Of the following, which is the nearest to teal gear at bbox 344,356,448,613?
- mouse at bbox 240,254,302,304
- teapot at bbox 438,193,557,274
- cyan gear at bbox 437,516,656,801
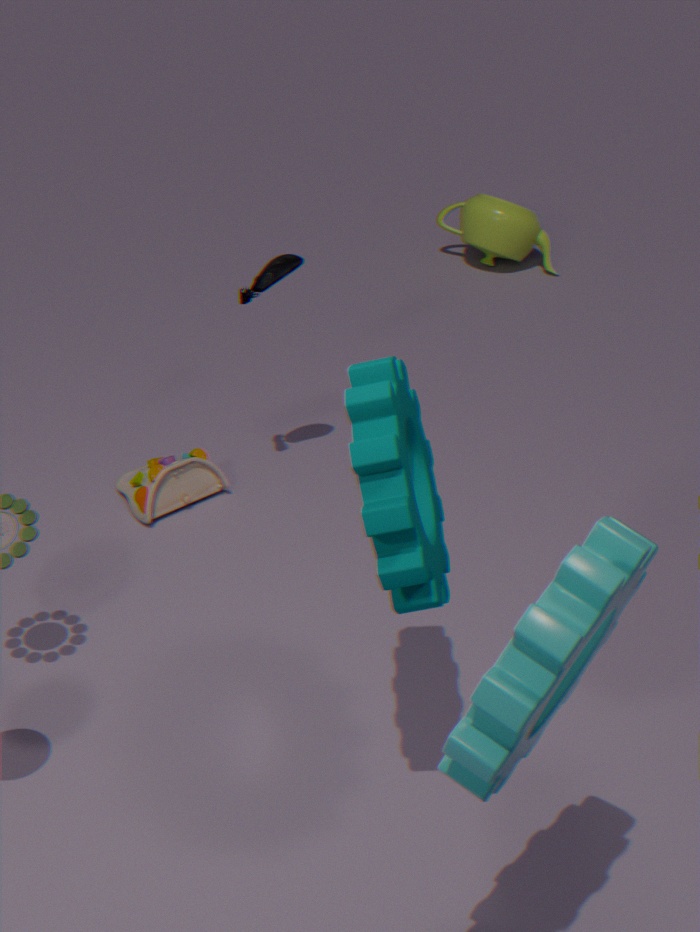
cyan gear at bbox 437,516,656,801
